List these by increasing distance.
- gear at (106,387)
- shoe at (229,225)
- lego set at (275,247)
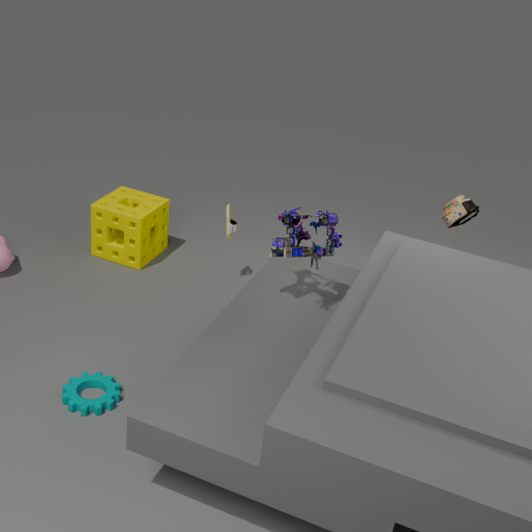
lego set at (275,247) → gear at (106,387) → shoe at (229,225)
